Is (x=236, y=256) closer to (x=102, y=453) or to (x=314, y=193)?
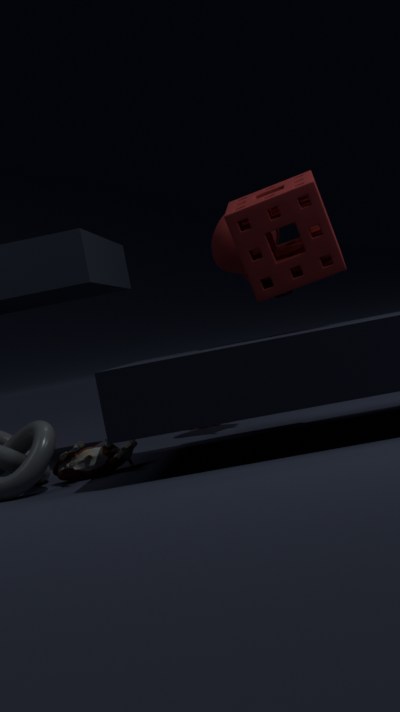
(x=314, y=193)
